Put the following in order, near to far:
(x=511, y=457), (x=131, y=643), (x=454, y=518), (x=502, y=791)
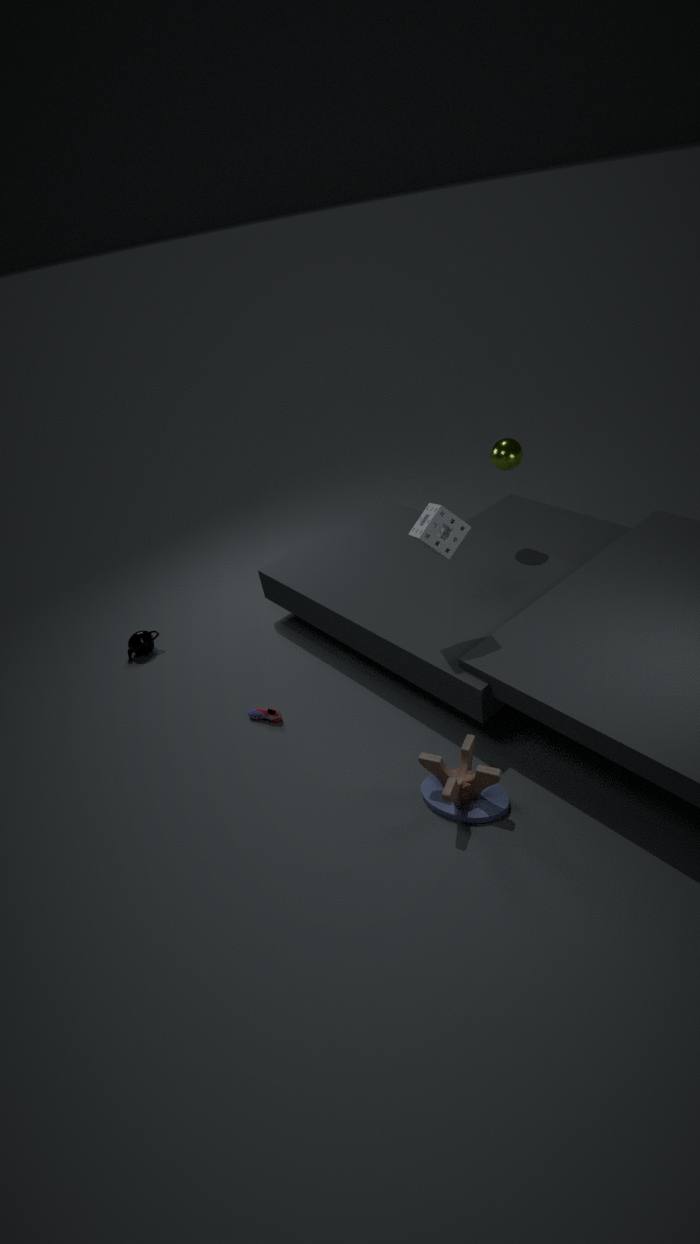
(x=502, y=791)
(x=454, y=518)
(x=511, y=457)
(x=131, y=643)
